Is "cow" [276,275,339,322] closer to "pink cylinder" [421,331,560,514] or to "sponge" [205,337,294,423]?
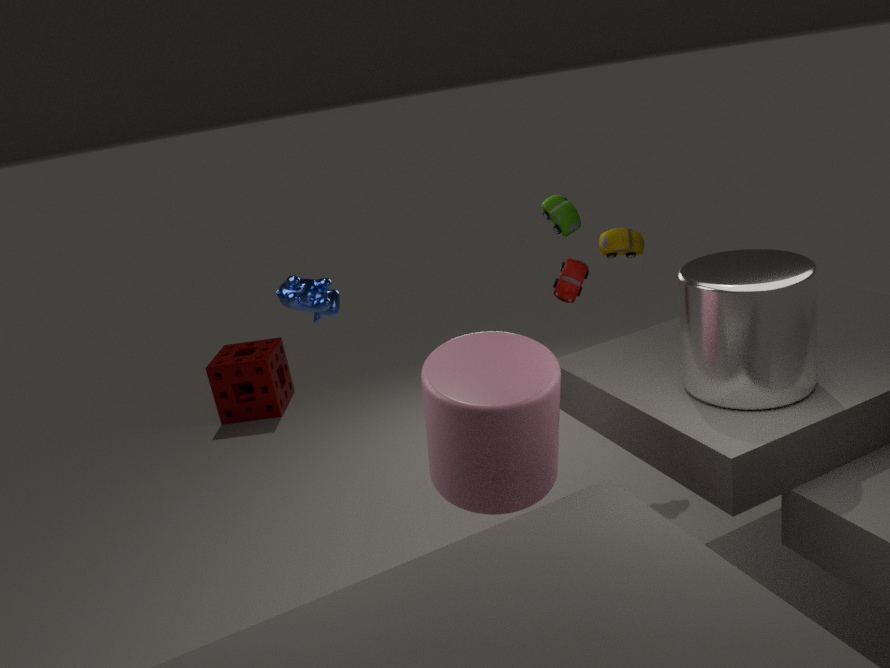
"pink cylinder" [421,331,560,514]
